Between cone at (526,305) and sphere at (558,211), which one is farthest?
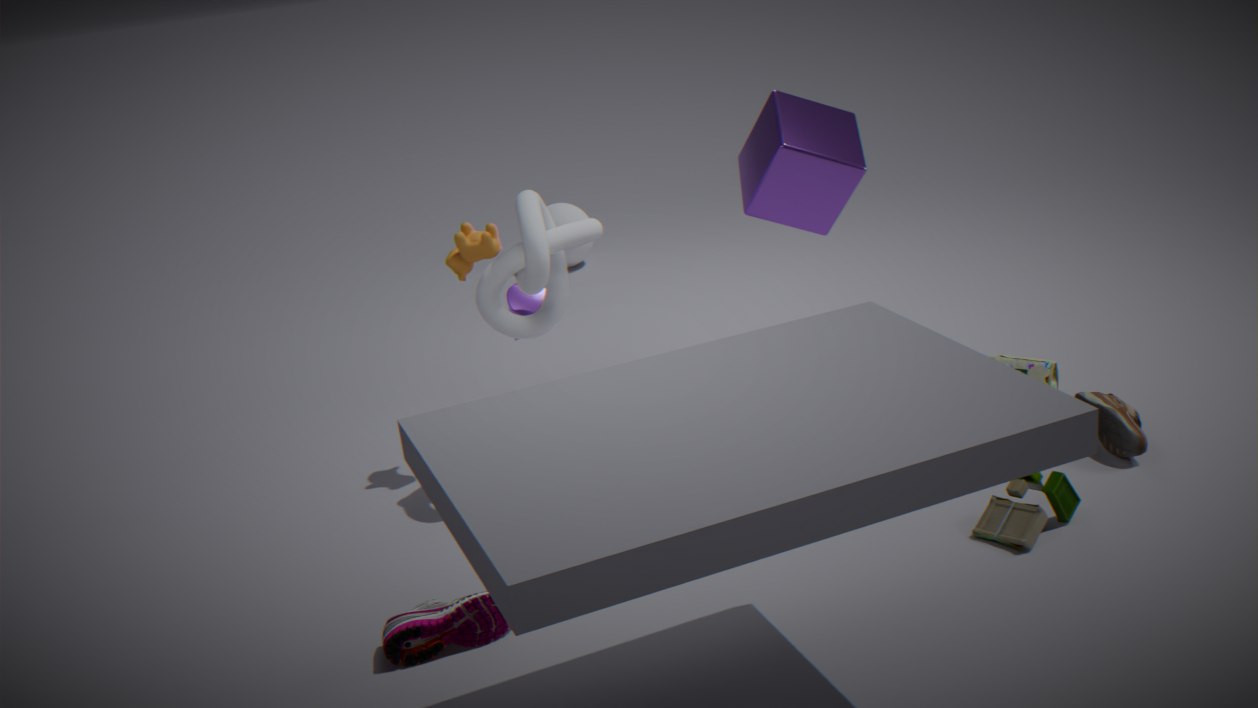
sphere at (558,211)
